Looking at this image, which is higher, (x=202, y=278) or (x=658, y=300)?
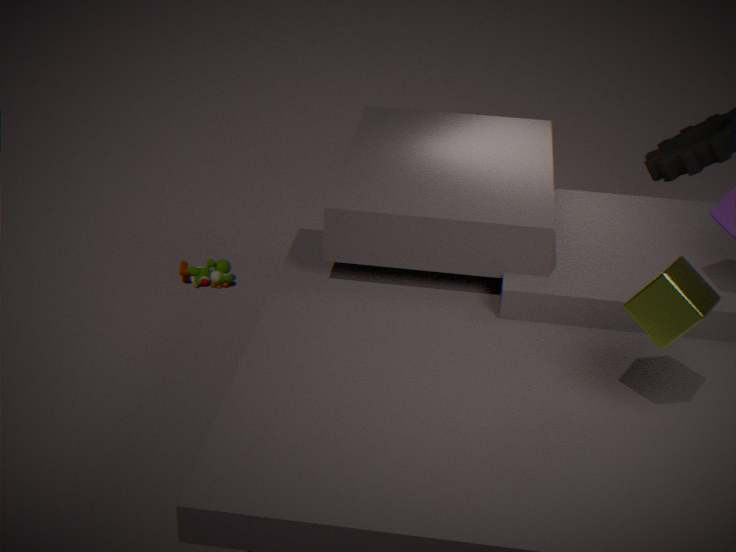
(x=658, y=300)
